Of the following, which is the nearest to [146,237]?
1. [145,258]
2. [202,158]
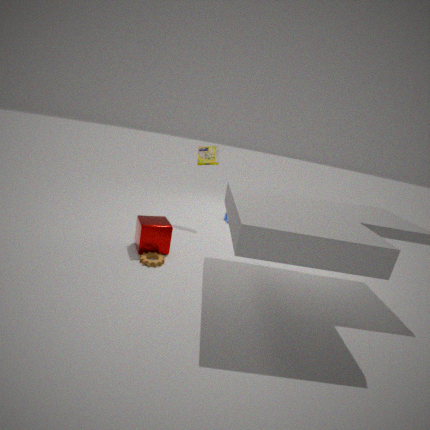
[145,258]
